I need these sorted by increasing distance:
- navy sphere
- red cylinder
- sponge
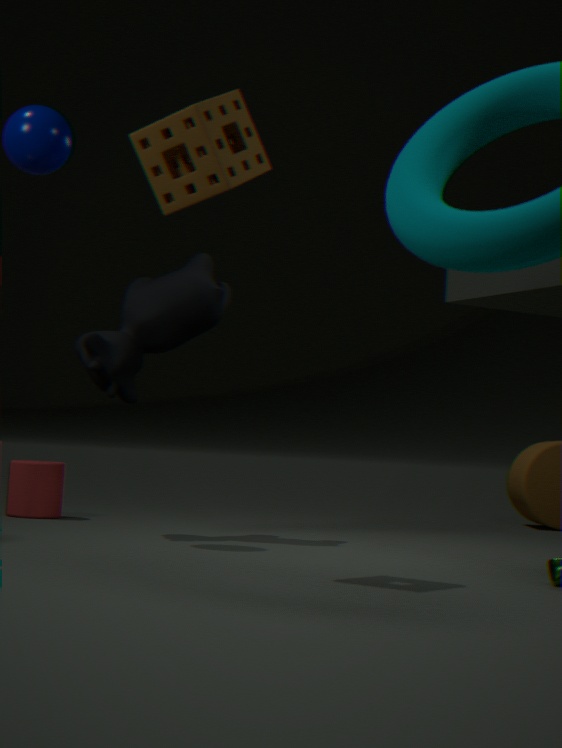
sponge, navy sphere, red cylinder
